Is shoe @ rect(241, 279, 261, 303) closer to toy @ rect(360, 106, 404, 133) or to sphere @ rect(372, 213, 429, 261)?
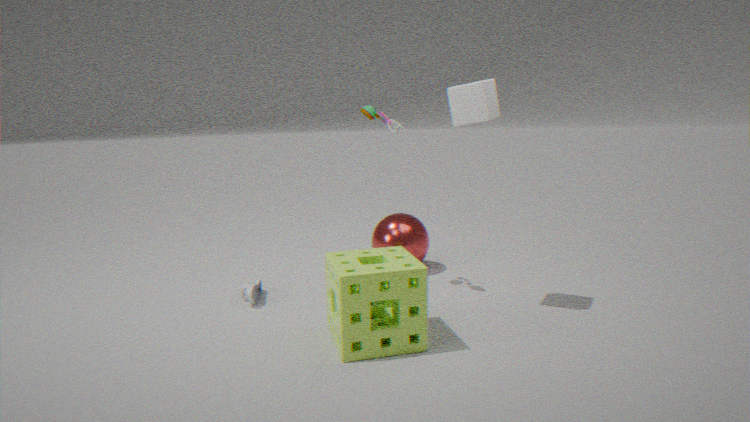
sphere @ rect(372, 213, 429, 261)
